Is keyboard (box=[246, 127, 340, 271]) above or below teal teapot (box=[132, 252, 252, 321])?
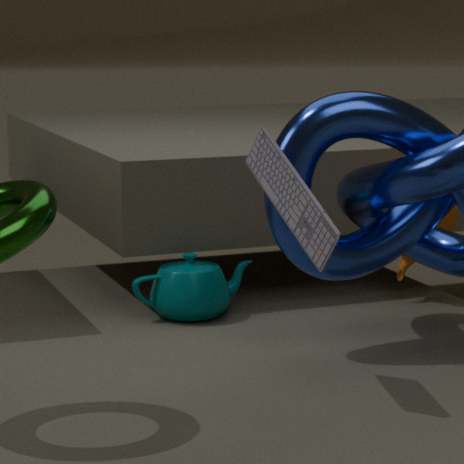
above
